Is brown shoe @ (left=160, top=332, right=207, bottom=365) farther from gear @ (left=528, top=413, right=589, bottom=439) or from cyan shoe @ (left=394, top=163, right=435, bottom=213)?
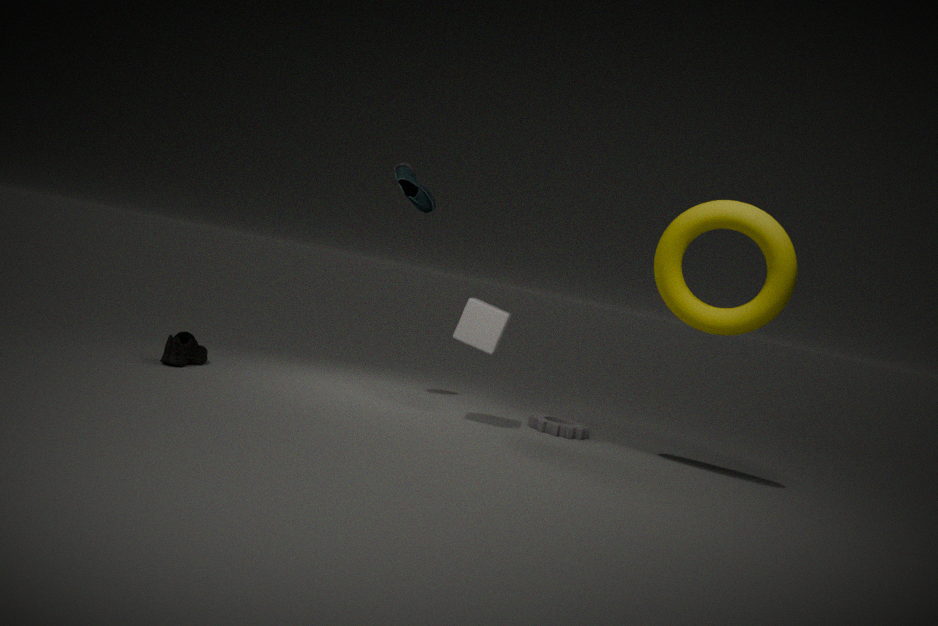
gear @ (left=528, top=413, right=589, bottom=439)
